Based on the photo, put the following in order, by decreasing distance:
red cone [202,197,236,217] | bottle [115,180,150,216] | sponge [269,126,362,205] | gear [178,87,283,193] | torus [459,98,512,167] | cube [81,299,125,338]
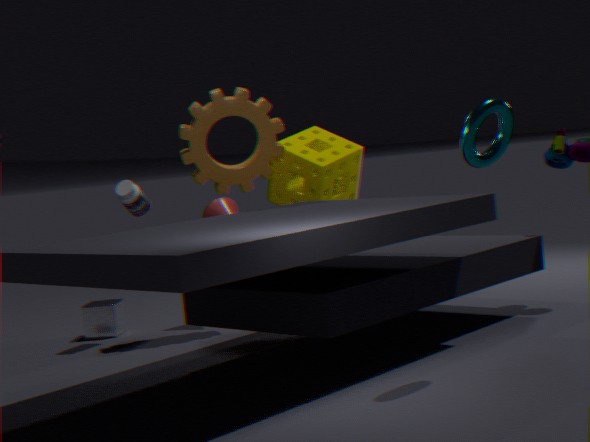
red cone [202,197,236,217] → sponge [269,126,362,205] → cube [81,299,125,338] → bottle [115,180,150,216] → gear [178,87,283,193] → torus [459,98,512,167]
